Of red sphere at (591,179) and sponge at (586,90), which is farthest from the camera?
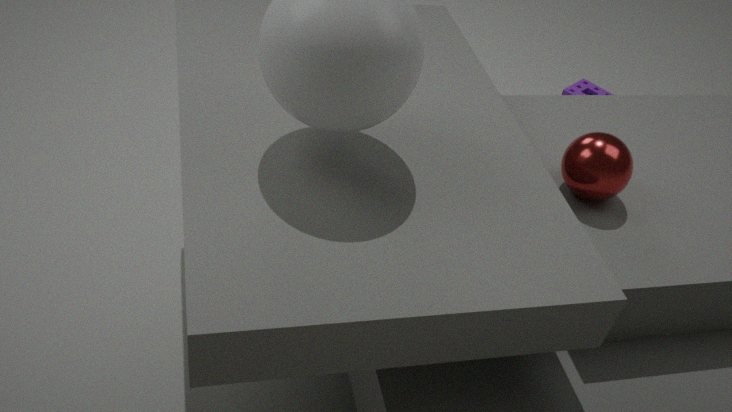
sponge at (586,90)
